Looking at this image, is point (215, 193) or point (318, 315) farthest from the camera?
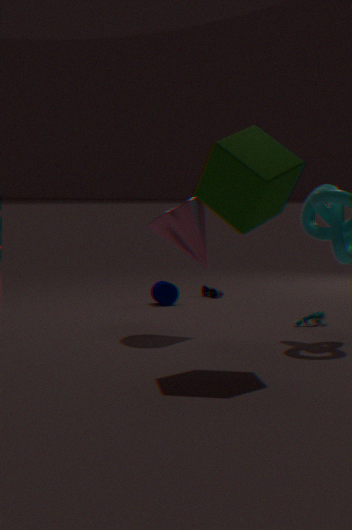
point (318, 315)
